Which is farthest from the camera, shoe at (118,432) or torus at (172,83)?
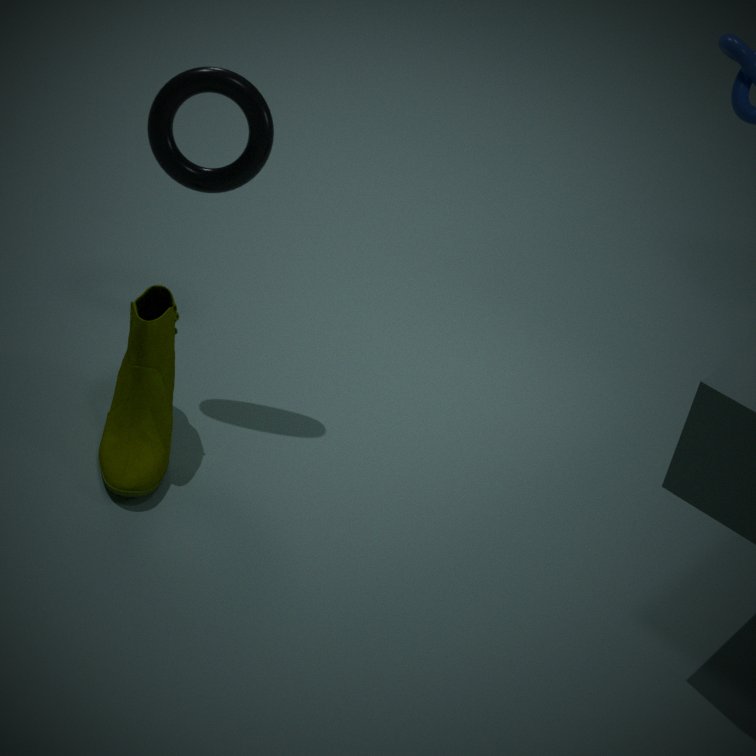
torus at (172,83)
